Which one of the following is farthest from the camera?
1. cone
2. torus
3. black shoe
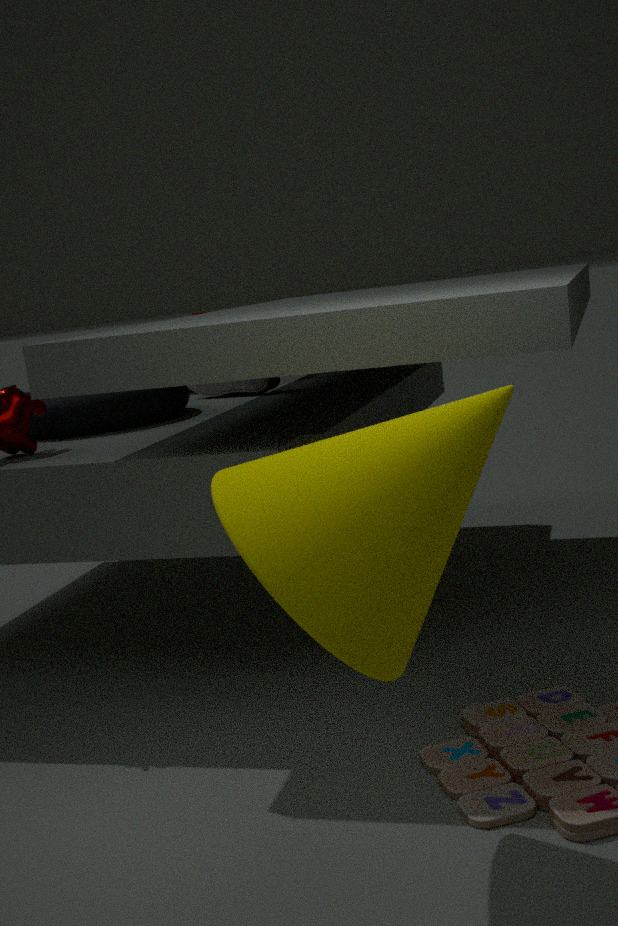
black shoe
